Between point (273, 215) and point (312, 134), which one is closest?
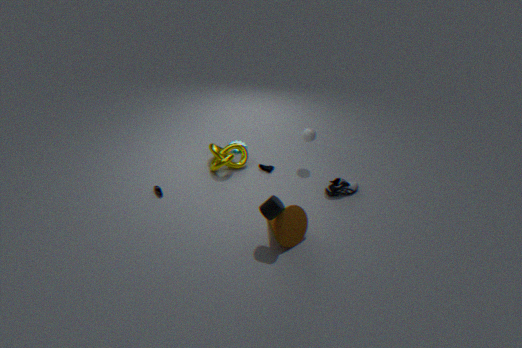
point (273, 215)
